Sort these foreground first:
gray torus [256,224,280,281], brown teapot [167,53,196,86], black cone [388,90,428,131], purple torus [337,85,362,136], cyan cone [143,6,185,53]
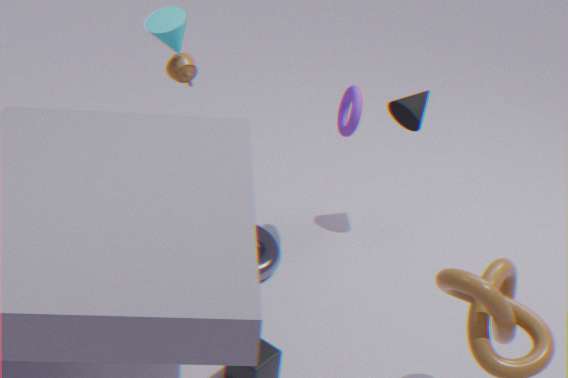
cyan cone [143,6,185,53] → purple torus [337,85,362,136] → gray torus [256,224,280,281] → brown teapot [167,53,196,86] → black cone [388,90,428,131]
